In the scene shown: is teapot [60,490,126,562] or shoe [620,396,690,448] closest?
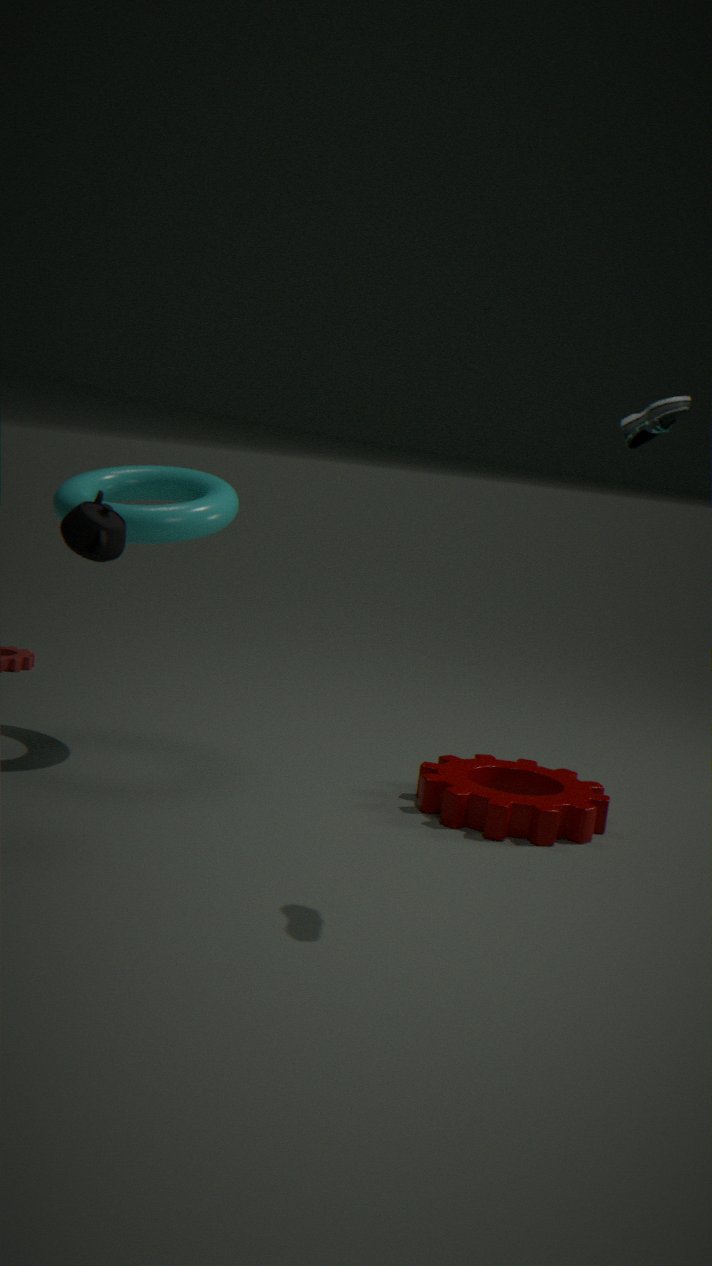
shoe [620,396,690,448]
